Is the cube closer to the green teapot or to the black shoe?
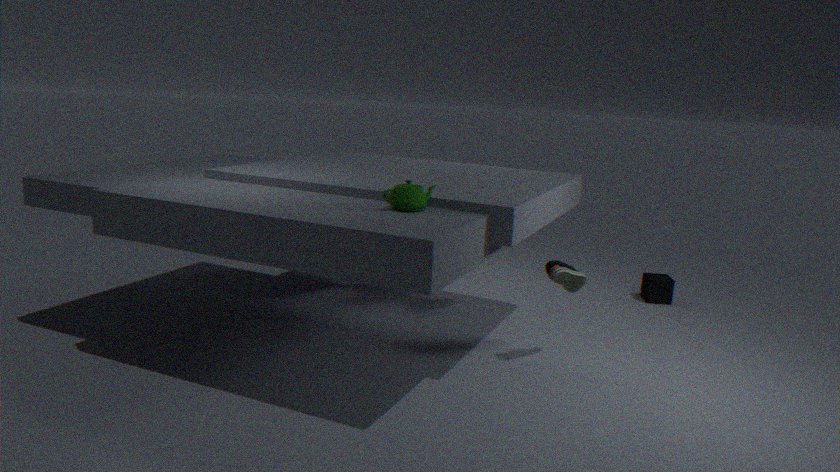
the black shoe
